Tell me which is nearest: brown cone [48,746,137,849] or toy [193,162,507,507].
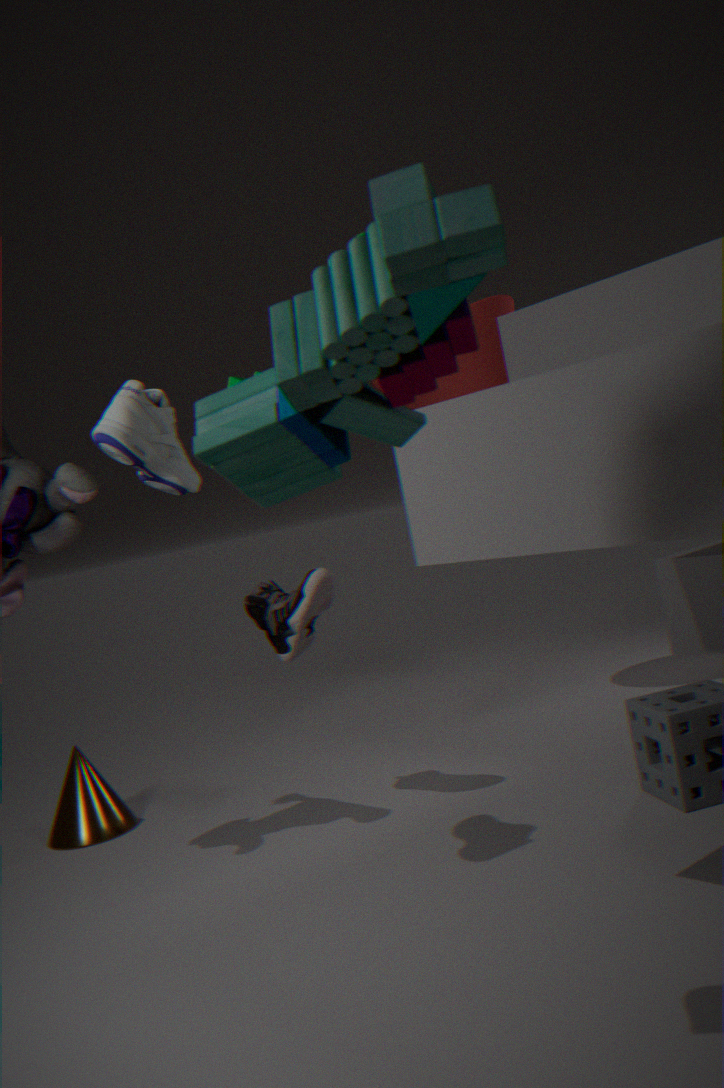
toy [193,162,507,507]
